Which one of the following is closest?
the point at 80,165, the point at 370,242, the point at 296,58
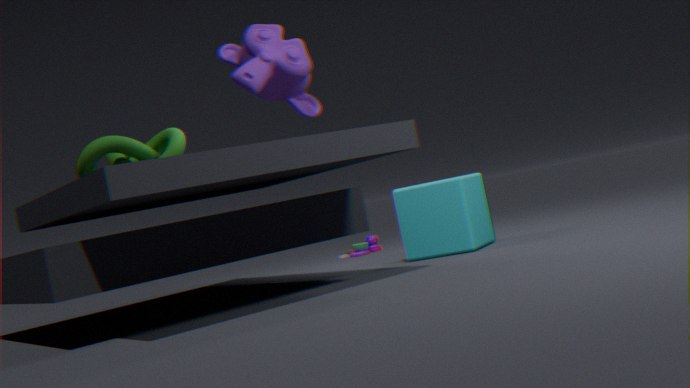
the point at 296,58
